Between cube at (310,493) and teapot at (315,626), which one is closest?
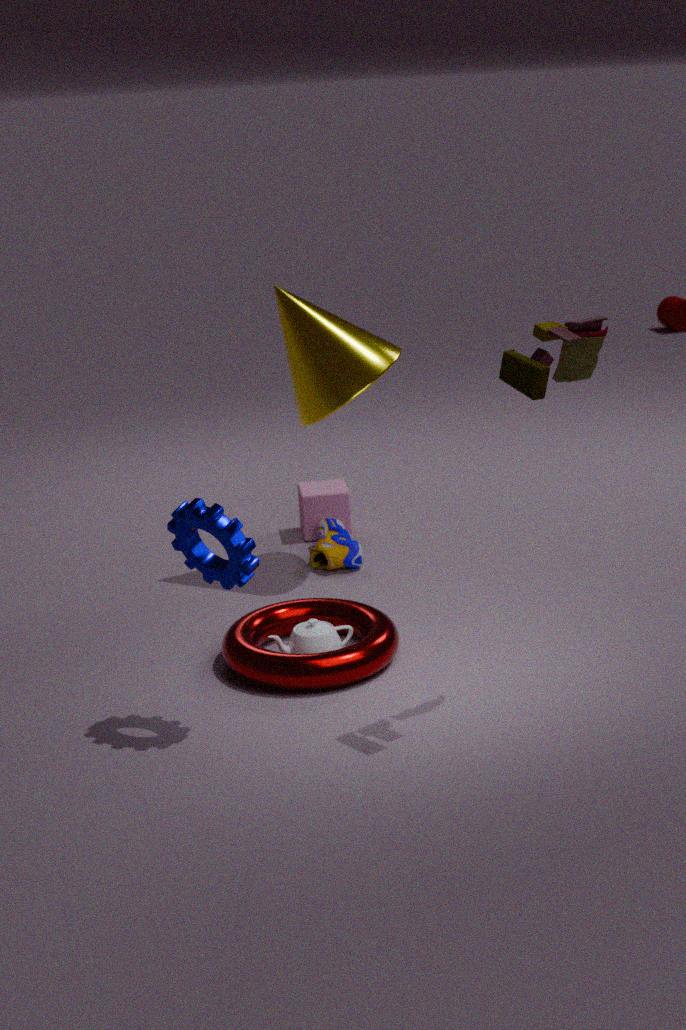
teapot at (315,626)
